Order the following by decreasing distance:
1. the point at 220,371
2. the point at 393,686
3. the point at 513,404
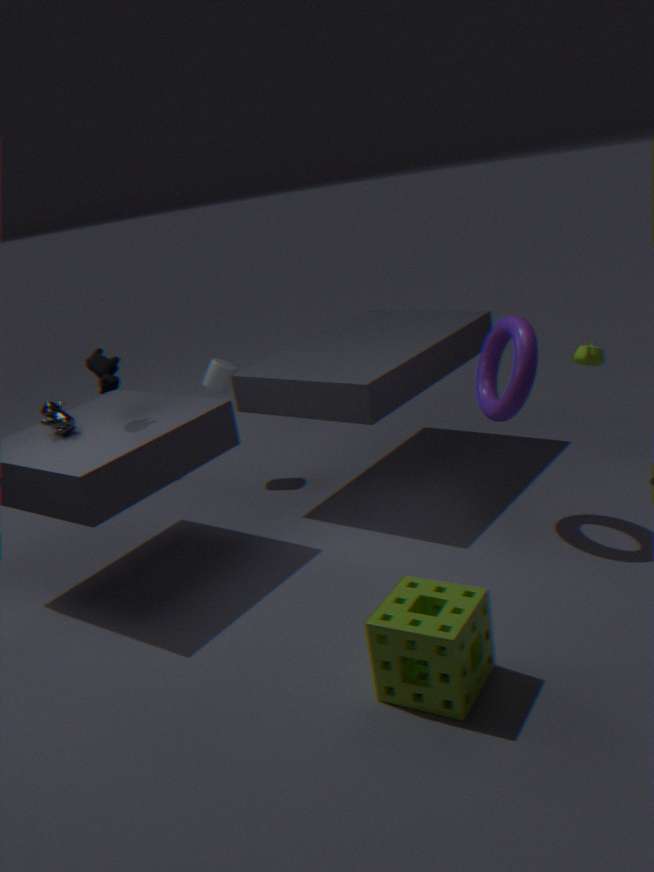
the point at 220,371 → the point at 513,404 → the point at 393,686
